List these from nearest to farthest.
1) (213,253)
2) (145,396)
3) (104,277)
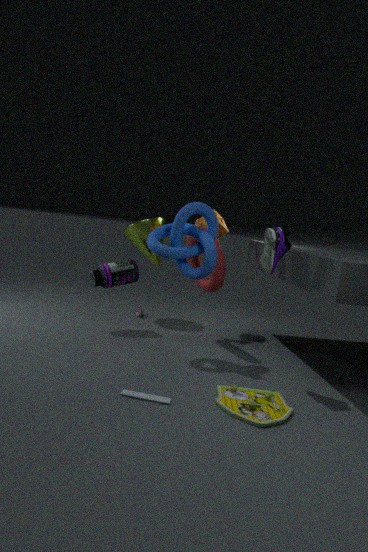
1. 2. (145,396)
2. 1. (213,253)
3. 3. (104,277)
